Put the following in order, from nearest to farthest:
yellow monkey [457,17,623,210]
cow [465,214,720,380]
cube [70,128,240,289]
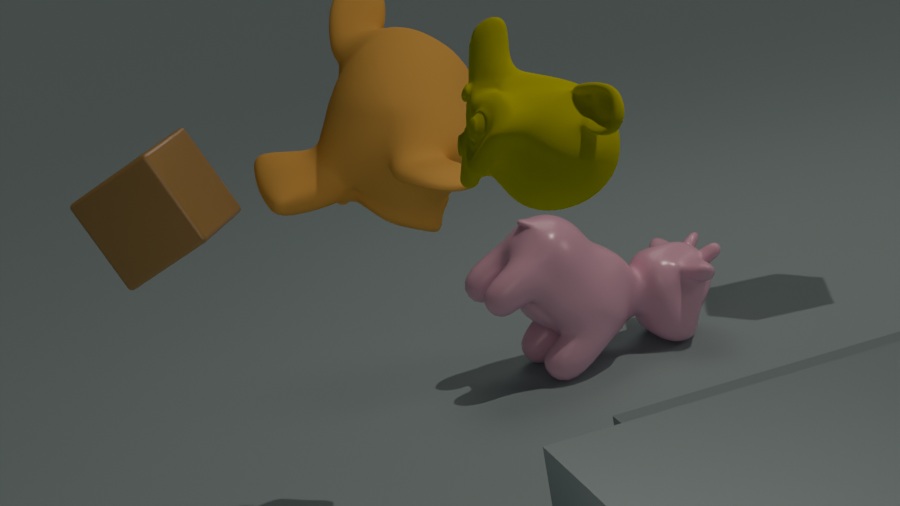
yellow monkey [457,17,623,210]
cube [70,128,240,289]
cow [465,214,720,380]
